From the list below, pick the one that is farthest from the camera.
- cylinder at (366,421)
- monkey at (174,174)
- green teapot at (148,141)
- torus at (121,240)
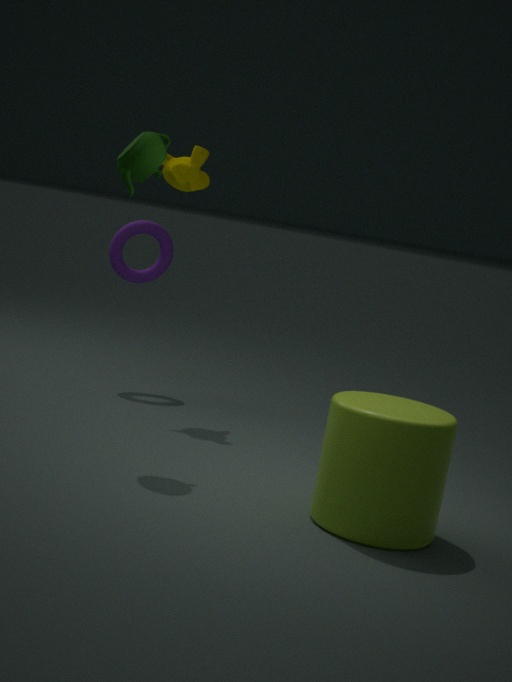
torus at (121,240)
